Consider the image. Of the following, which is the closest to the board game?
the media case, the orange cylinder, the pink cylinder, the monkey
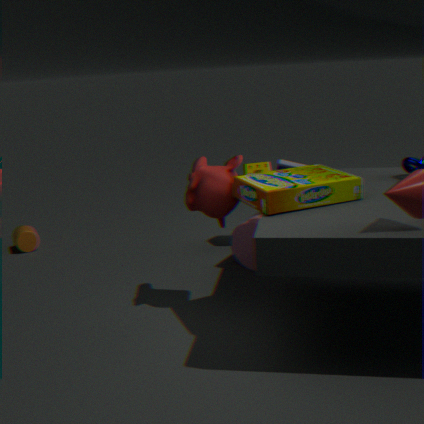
the monkey
